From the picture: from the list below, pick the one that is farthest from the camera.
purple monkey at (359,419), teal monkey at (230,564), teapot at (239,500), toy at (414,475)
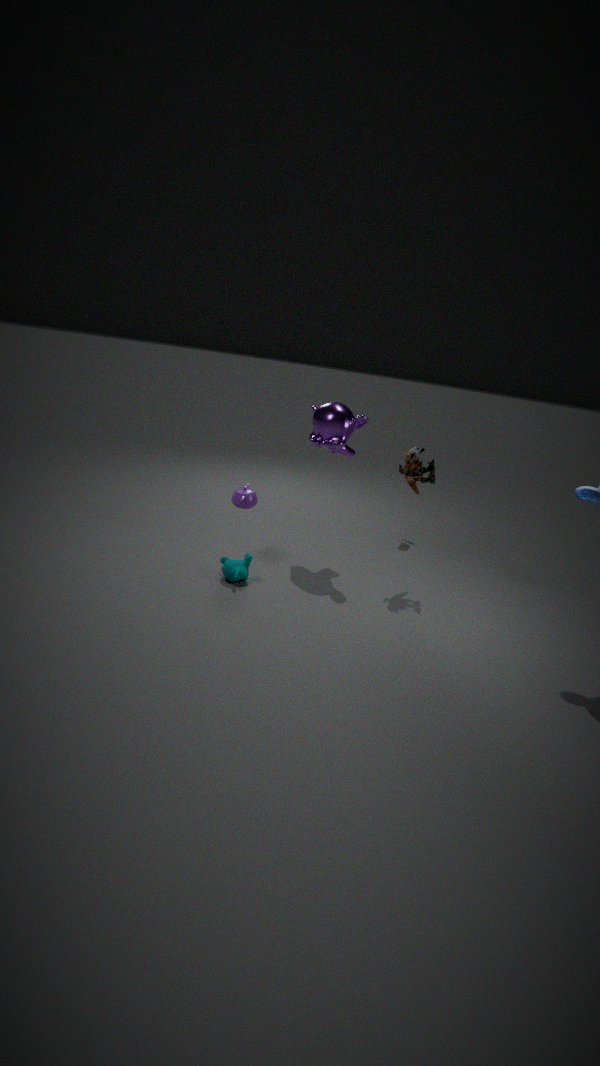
teapot at (239,500)
